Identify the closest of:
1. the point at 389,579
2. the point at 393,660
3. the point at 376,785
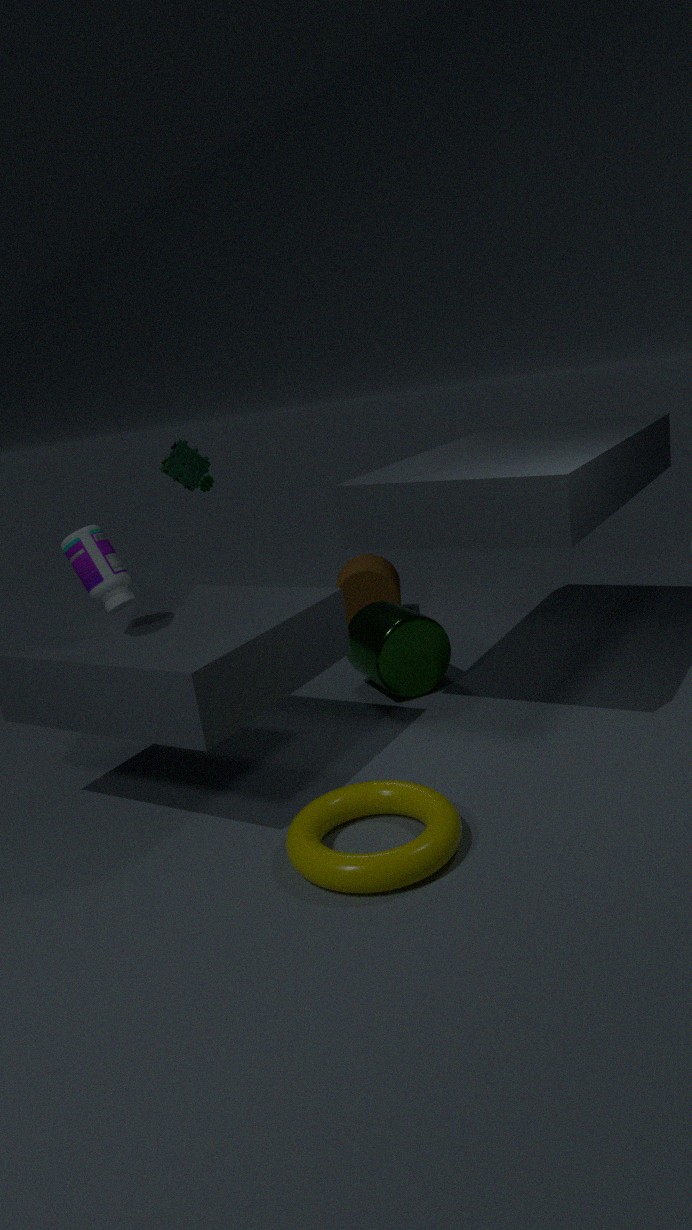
the point at 376,785
